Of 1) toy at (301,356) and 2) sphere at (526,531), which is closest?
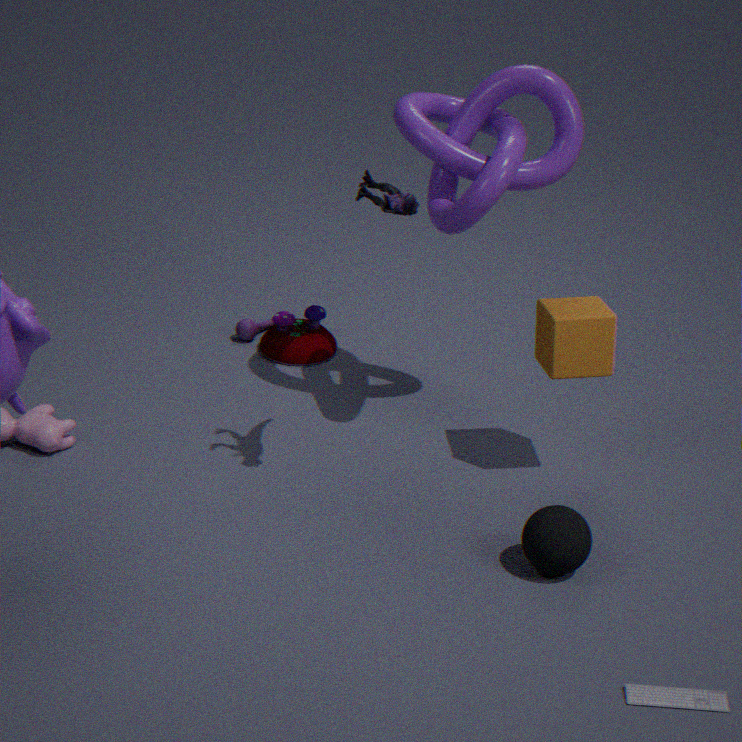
2. sphere at (526,531)
